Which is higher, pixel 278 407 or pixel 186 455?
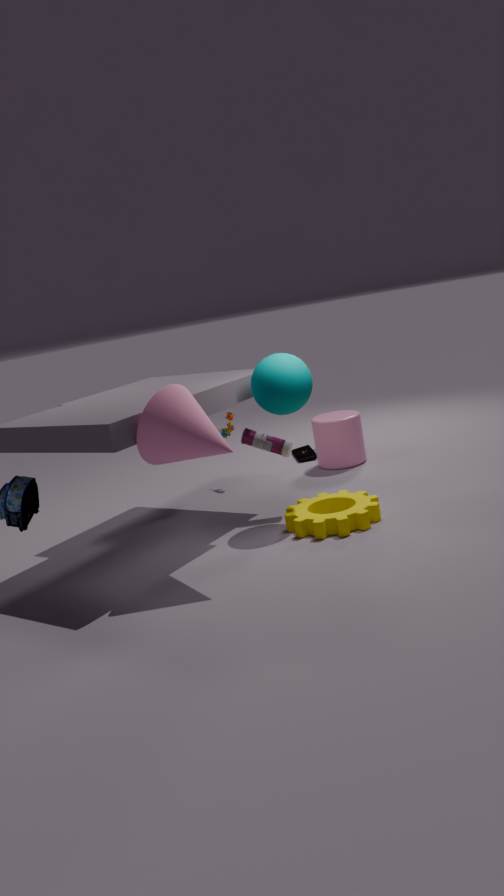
pixel 278 407
